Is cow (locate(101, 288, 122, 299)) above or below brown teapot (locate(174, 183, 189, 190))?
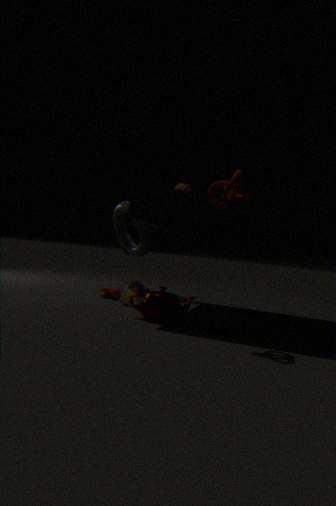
below
